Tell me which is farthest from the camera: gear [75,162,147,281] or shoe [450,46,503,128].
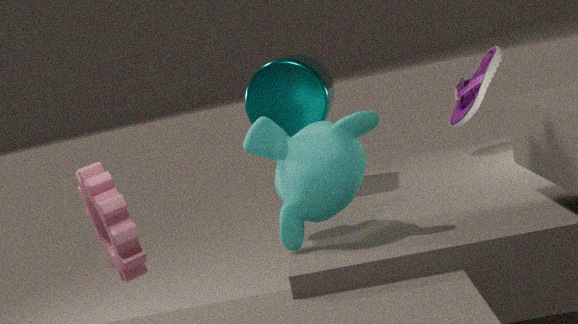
shoe [450,46,503,128]
